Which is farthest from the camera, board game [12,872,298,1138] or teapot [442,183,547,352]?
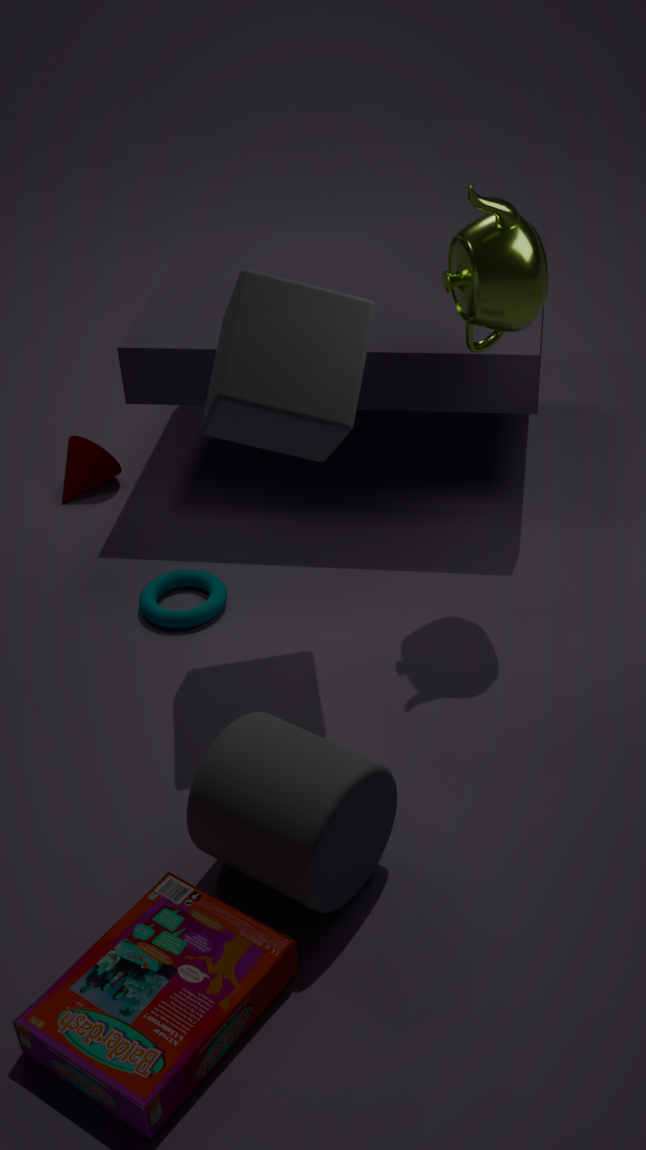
teapot [442,183,547,352]
